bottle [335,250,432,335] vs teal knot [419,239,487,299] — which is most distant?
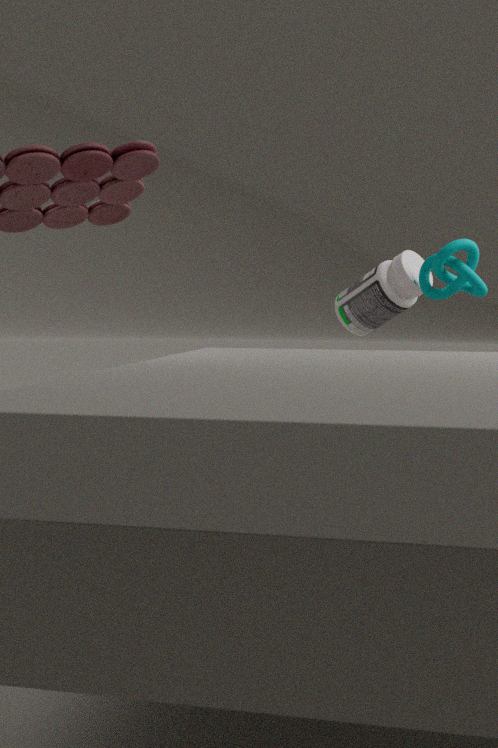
bottle [335,250,432,335]
